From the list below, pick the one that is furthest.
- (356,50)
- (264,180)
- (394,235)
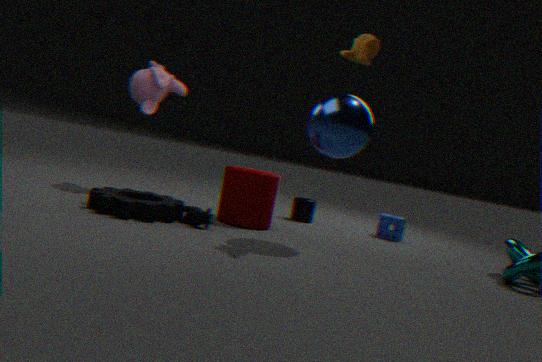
(394,235)
